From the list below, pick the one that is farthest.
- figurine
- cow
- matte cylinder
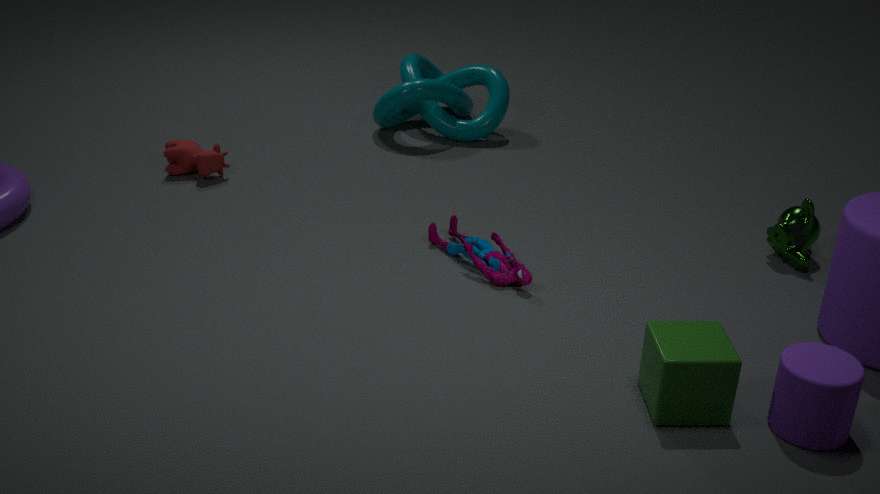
cow
